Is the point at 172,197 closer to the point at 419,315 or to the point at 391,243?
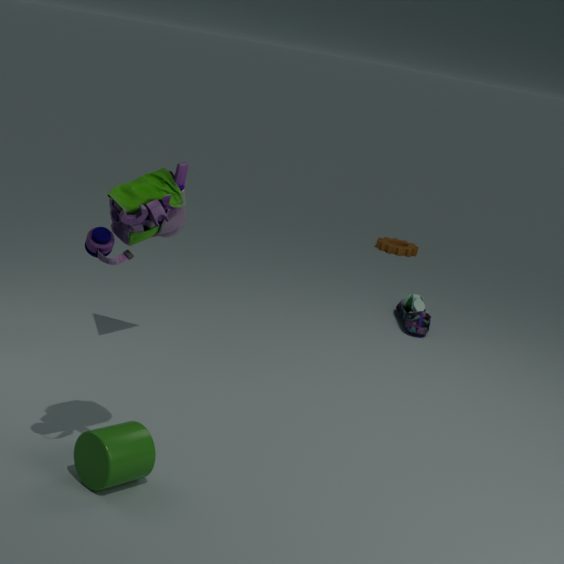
the point at 419,315
